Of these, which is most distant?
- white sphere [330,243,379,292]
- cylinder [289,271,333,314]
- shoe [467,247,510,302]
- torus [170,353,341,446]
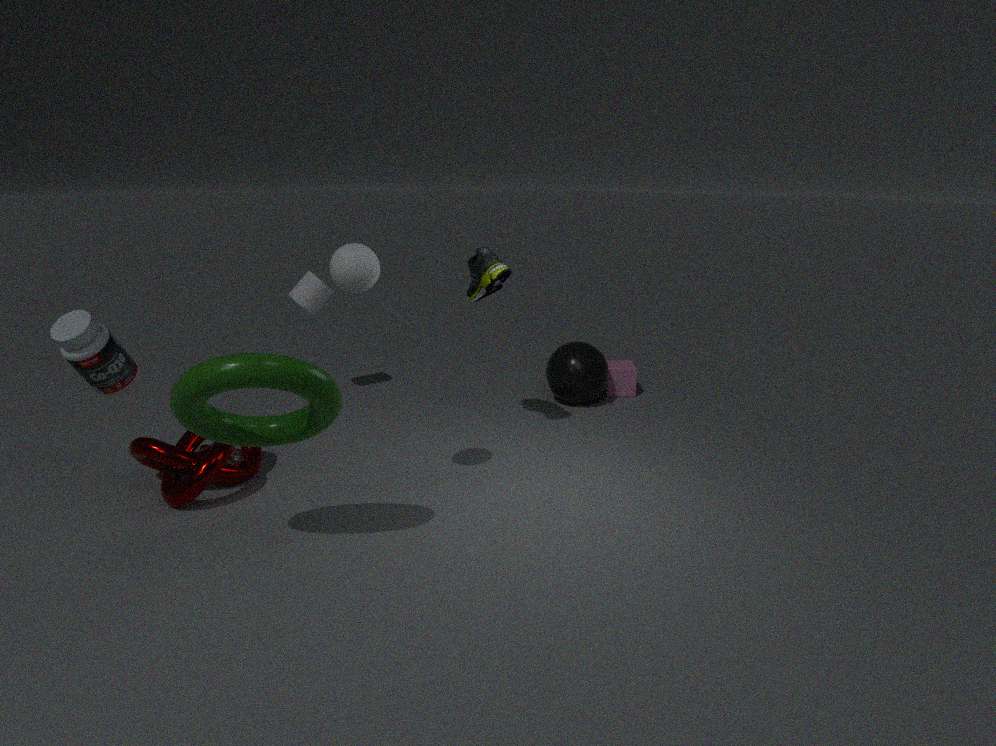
cylinder [289,271,333,314]
